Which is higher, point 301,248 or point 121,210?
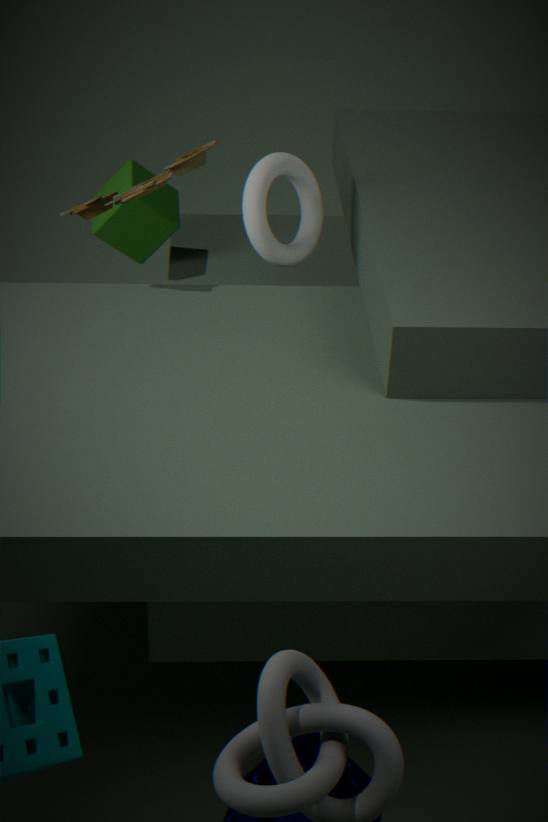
point 301,248
